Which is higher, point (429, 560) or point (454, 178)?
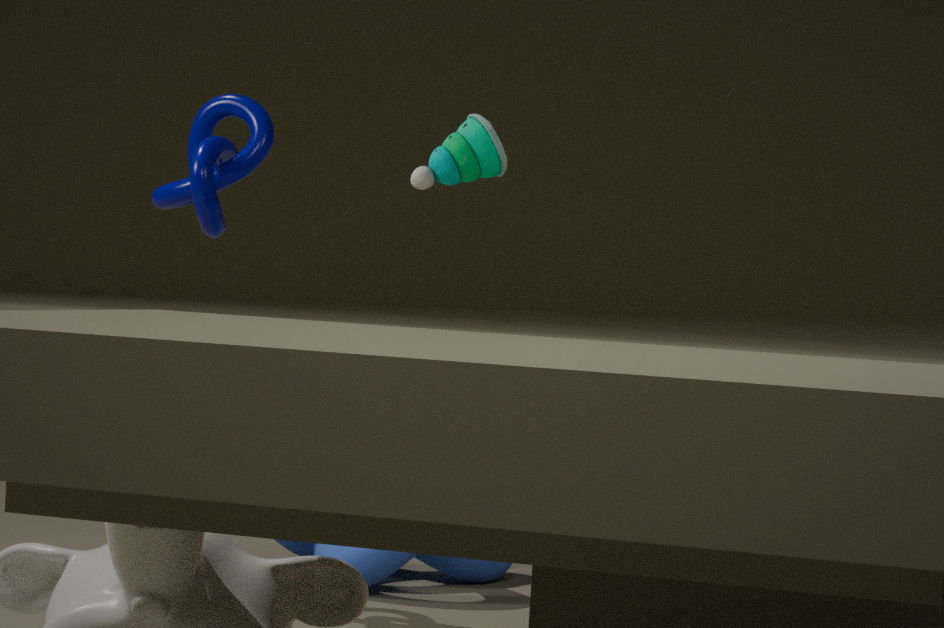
point (454, 178)
